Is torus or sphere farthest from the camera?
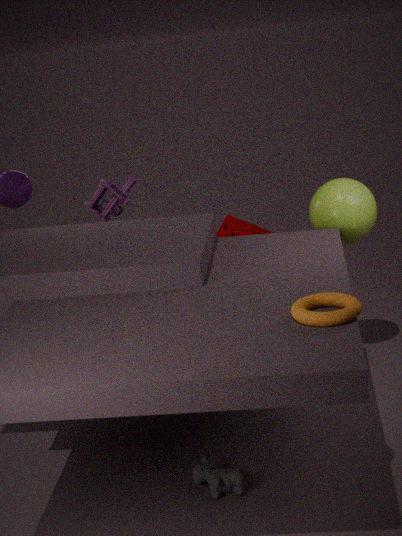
sphere
